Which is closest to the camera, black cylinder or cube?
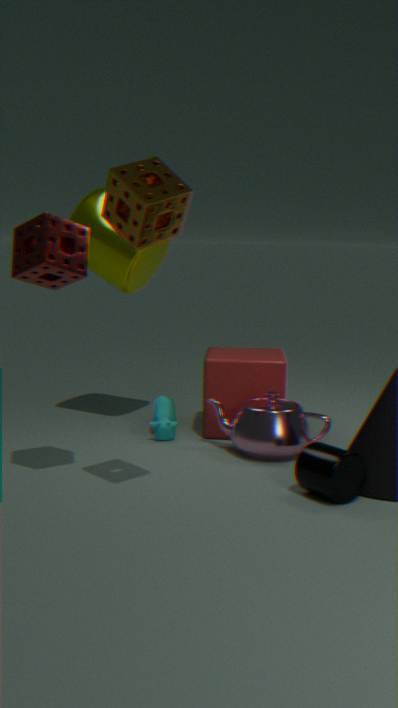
black cylinder
